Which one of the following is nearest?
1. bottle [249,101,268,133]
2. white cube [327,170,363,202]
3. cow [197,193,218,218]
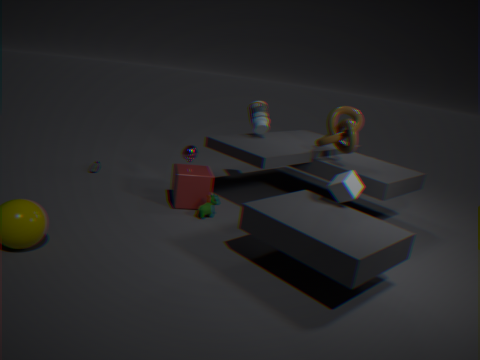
white cube [327,170,363,202]
